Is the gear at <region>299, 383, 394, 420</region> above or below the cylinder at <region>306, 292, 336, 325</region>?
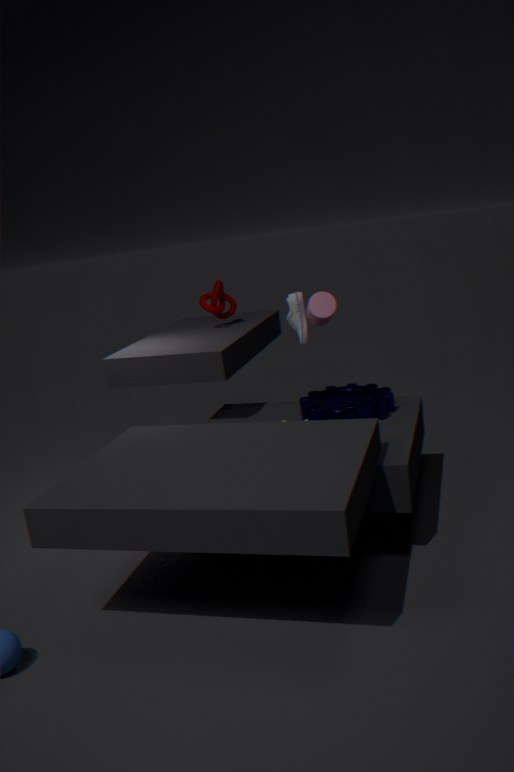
below
